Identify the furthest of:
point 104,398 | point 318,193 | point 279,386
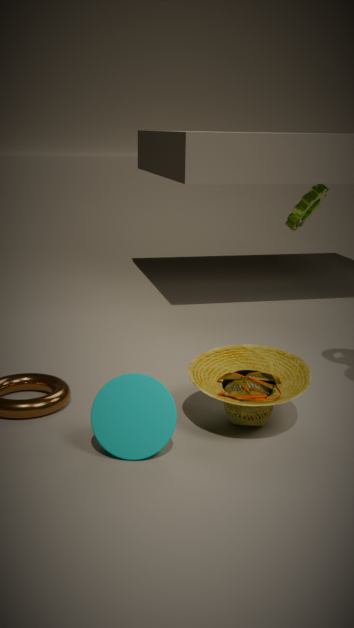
point 318,193
